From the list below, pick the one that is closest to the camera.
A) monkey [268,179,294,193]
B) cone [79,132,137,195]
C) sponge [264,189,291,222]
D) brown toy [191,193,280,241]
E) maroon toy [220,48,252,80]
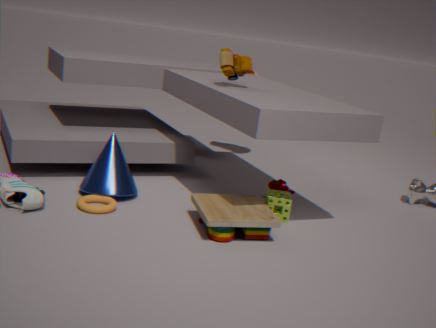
brown toy [191,193,280,241]
